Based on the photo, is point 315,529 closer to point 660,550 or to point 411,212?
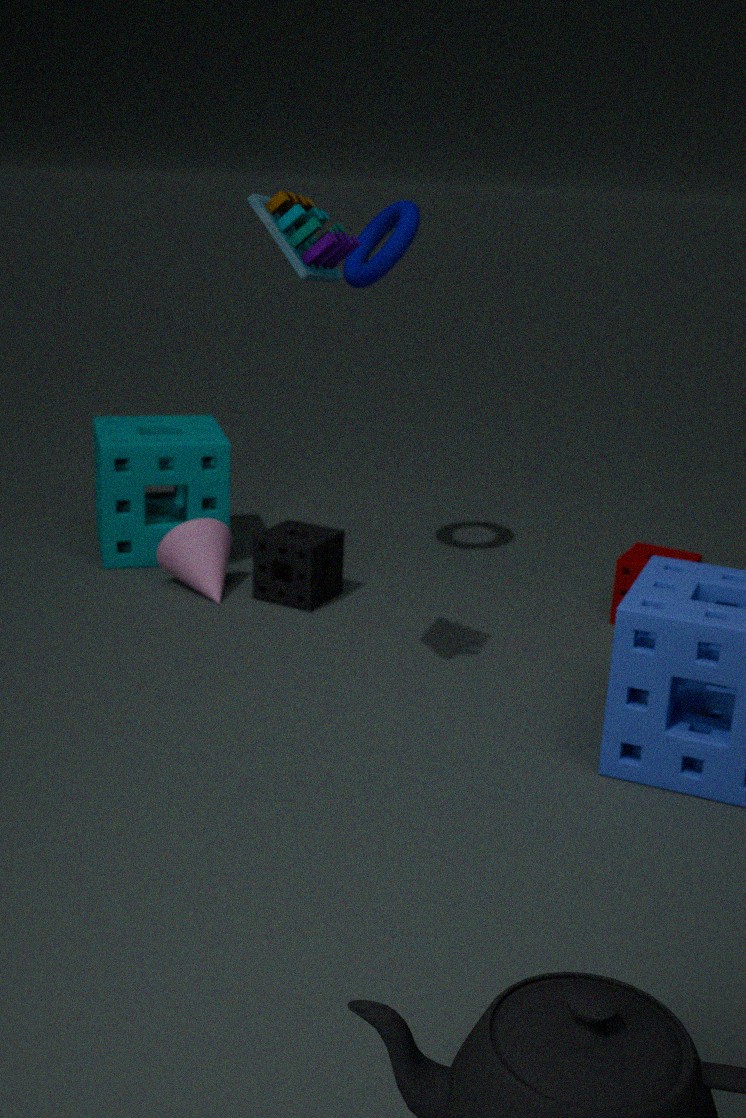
point 411,212
